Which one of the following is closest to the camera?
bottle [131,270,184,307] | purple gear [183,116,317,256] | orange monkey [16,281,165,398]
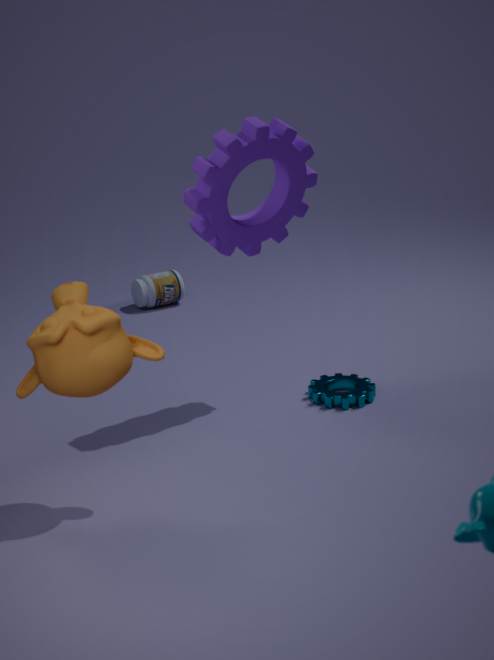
orange monkey [16,281,165,398]
